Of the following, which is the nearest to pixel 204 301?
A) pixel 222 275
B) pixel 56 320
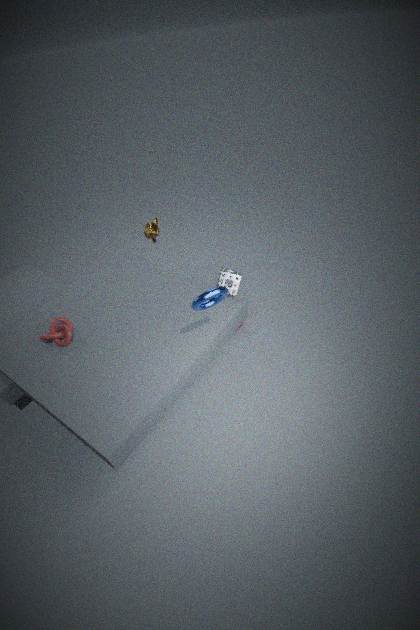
pixel 222 275
